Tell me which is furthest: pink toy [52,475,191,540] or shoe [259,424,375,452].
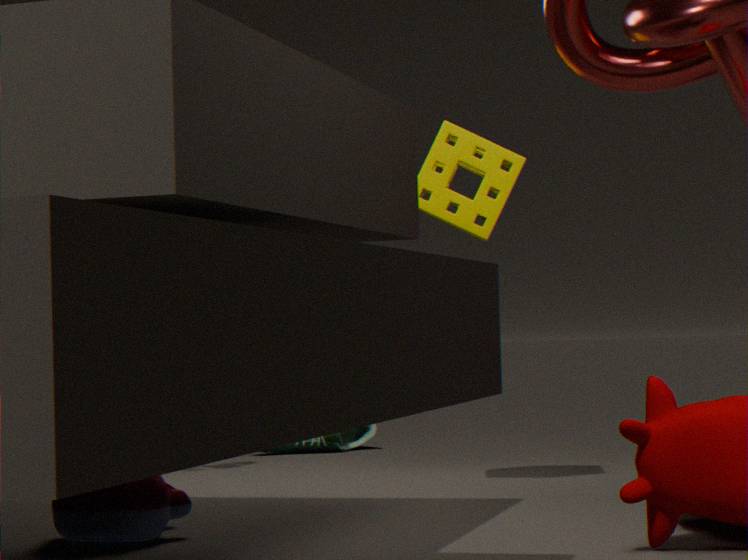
shoe [259,424,375,452]
